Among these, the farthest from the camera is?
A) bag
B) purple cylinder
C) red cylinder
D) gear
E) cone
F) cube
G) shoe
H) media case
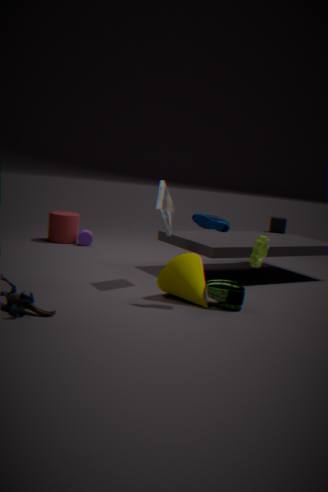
purple cylinder
